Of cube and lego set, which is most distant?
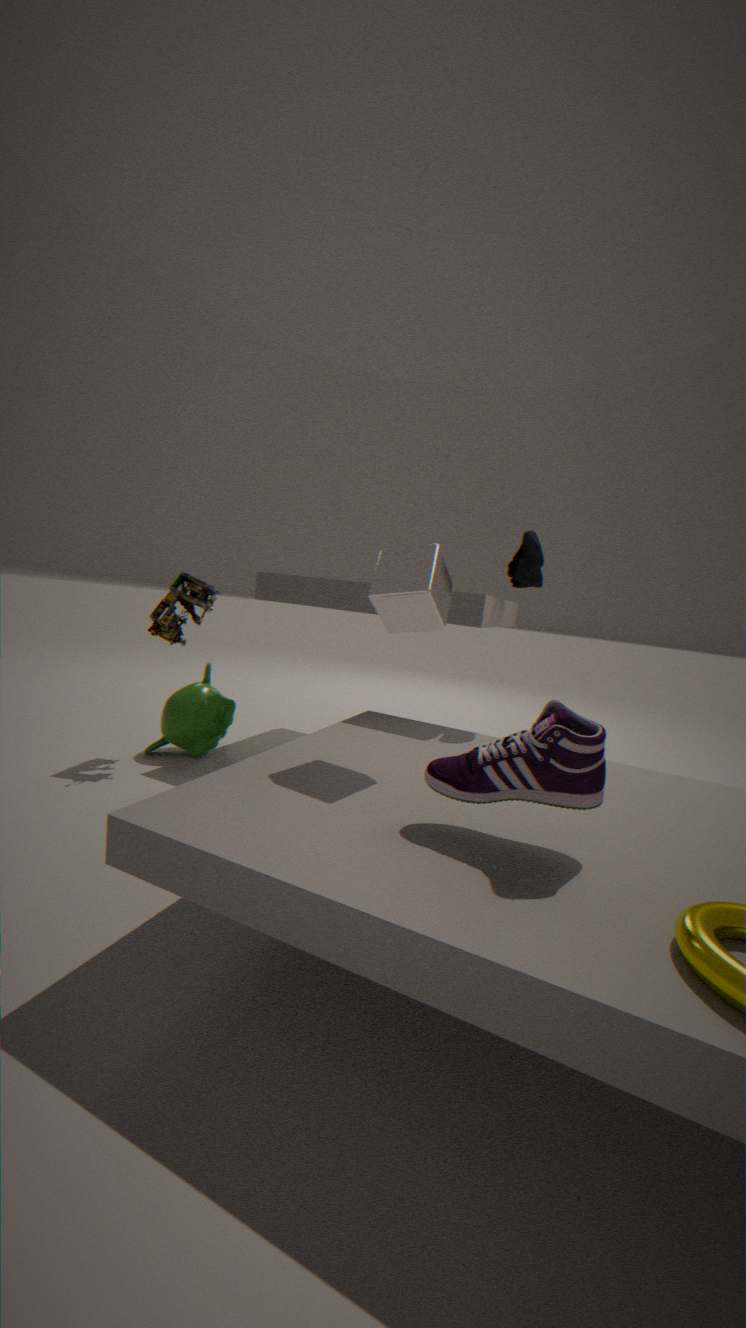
lego set
